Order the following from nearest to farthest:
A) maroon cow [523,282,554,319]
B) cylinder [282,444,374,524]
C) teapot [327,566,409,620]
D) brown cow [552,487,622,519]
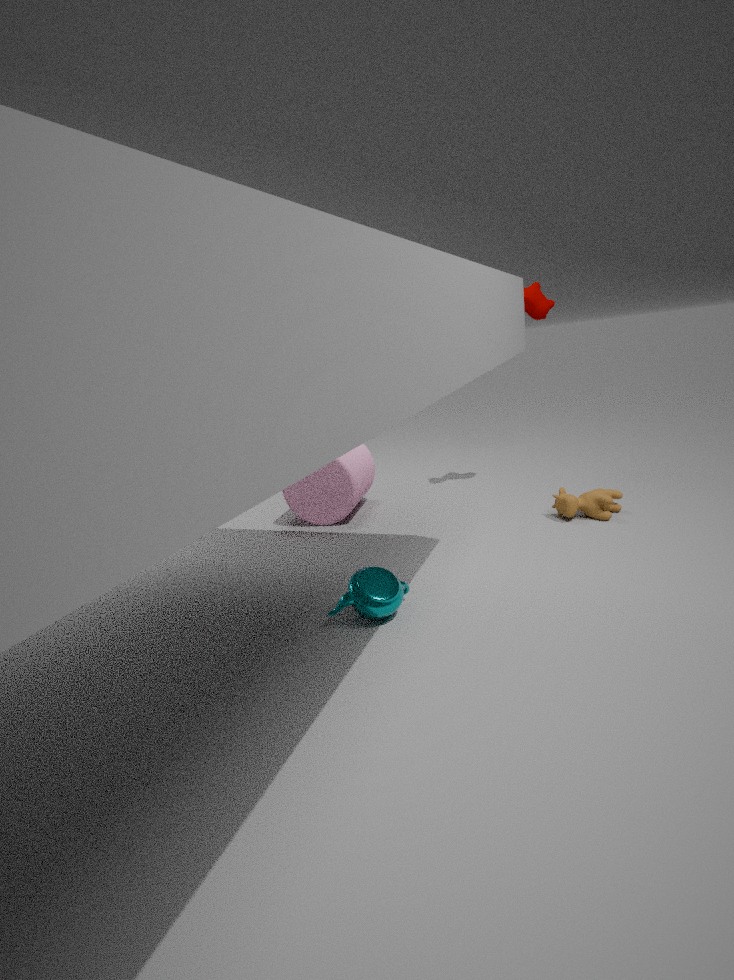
teapot [327,566,409,620] < brown cow [552,487,622,519] < maroon cow [523,282,554,319] < cylinder [282,444,374,524]
